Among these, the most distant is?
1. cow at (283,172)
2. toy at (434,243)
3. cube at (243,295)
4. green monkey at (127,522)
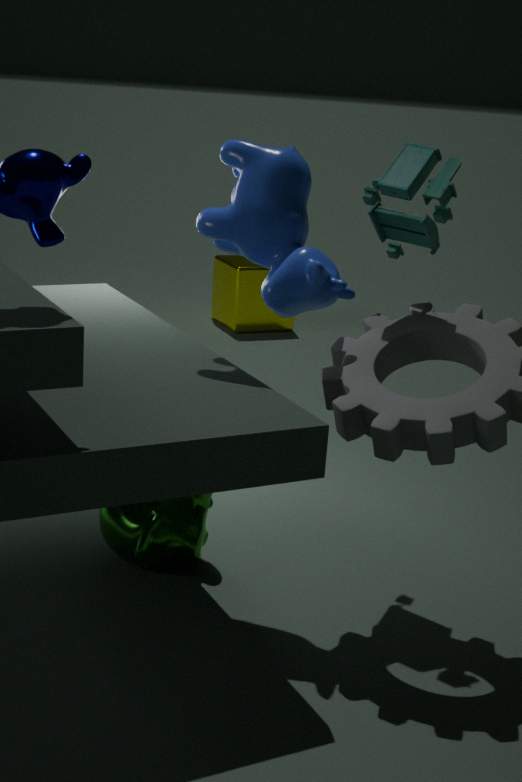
cube at (243,295)
